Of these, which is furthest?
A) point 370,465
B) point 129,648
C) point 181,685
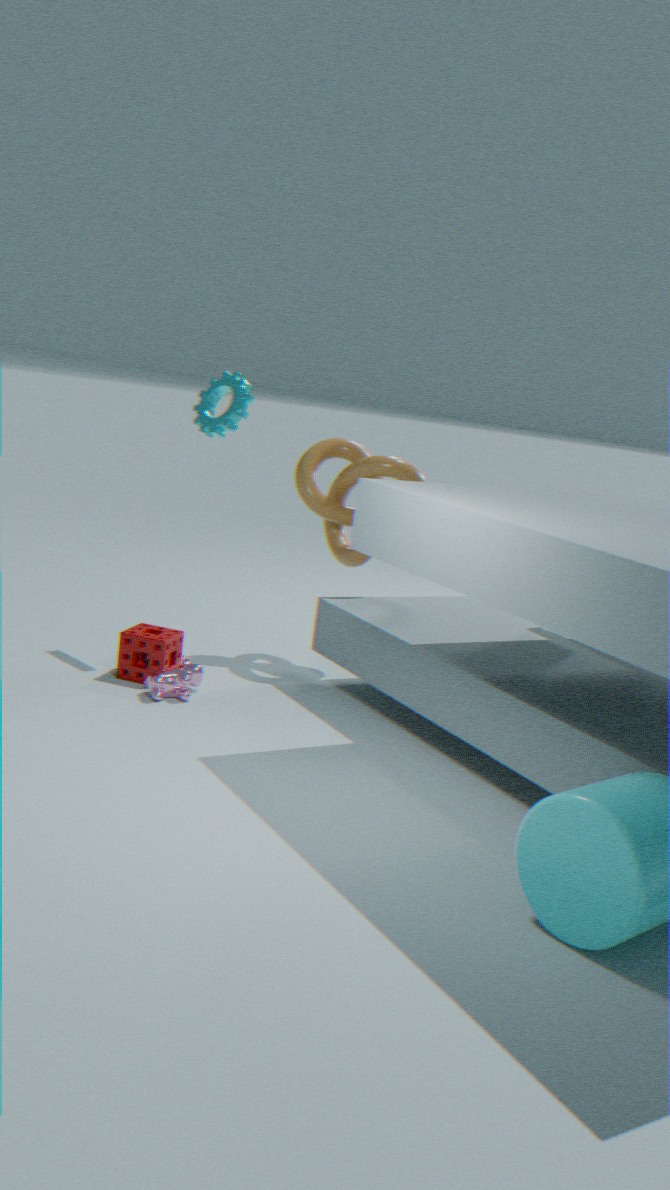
point 370,465
